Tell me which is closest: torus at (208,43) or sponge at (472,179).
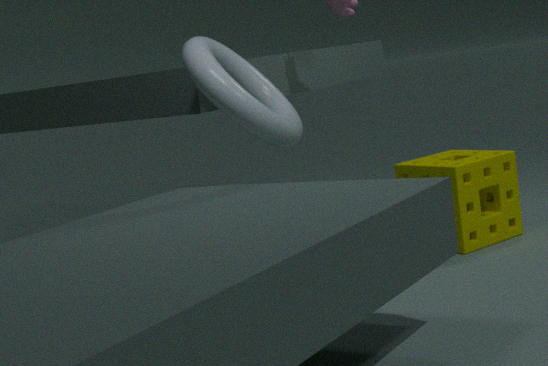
torus at (208,43)
